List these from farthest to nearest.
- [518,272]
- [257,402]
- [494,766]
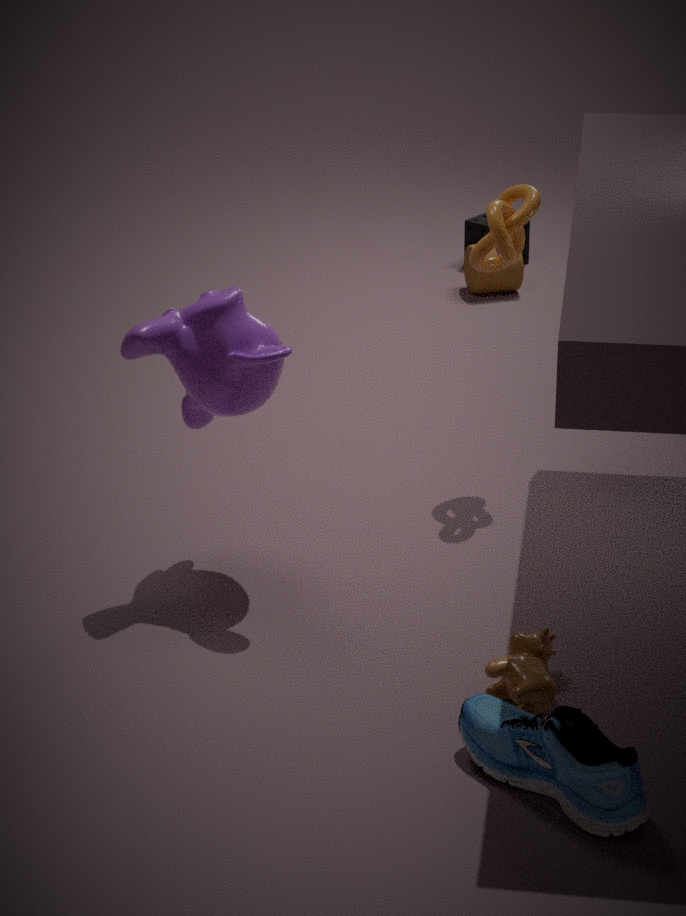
[518,272] → [257,402] → [494,766]
